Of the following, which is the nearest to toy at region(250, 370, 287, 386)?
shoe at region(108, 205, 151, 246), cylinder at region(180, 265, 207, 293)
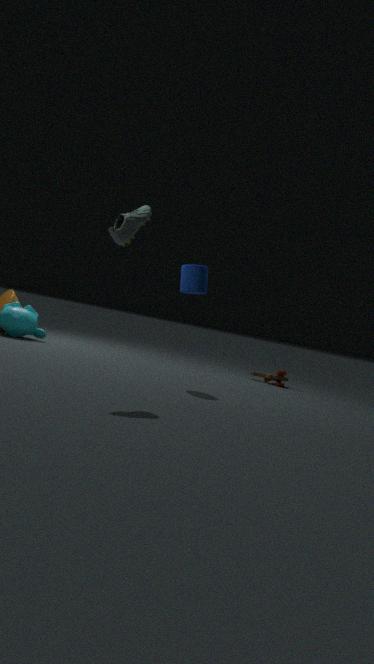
cylinder at region(180, 265, 207, 293)
